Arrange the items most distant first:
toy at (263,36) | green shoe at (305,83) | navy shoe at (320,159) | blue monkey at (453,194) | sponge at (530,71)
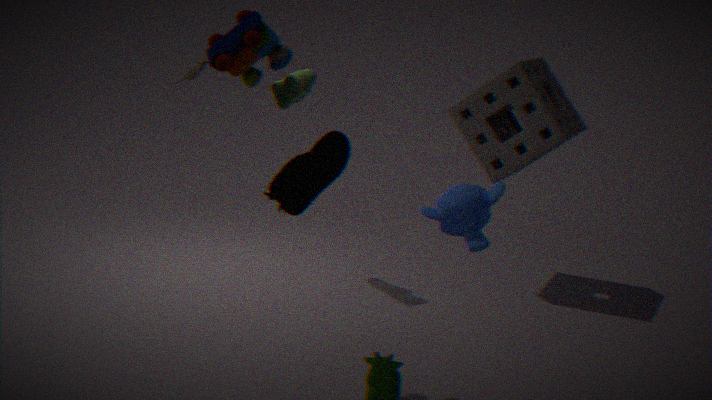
sponge at (530,71) → green shoe at (305,83) → toy at (263,36) → navy shoe at (320,159) → blue monkey at (453,194)
